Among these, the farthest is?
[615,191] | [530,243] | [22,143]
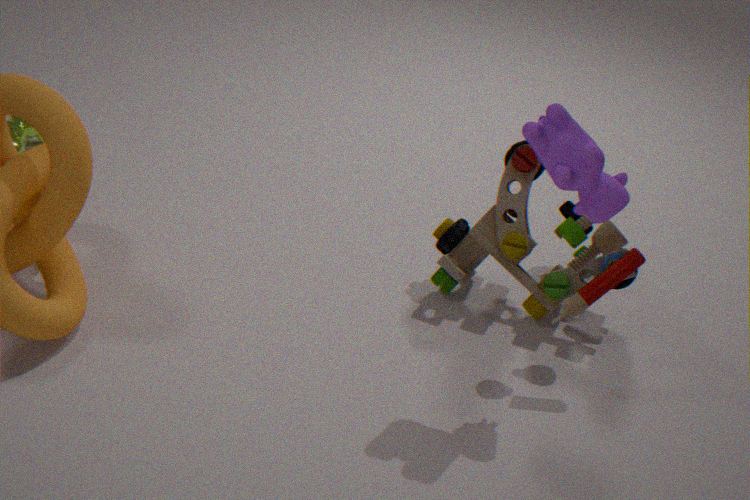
[22,143]
